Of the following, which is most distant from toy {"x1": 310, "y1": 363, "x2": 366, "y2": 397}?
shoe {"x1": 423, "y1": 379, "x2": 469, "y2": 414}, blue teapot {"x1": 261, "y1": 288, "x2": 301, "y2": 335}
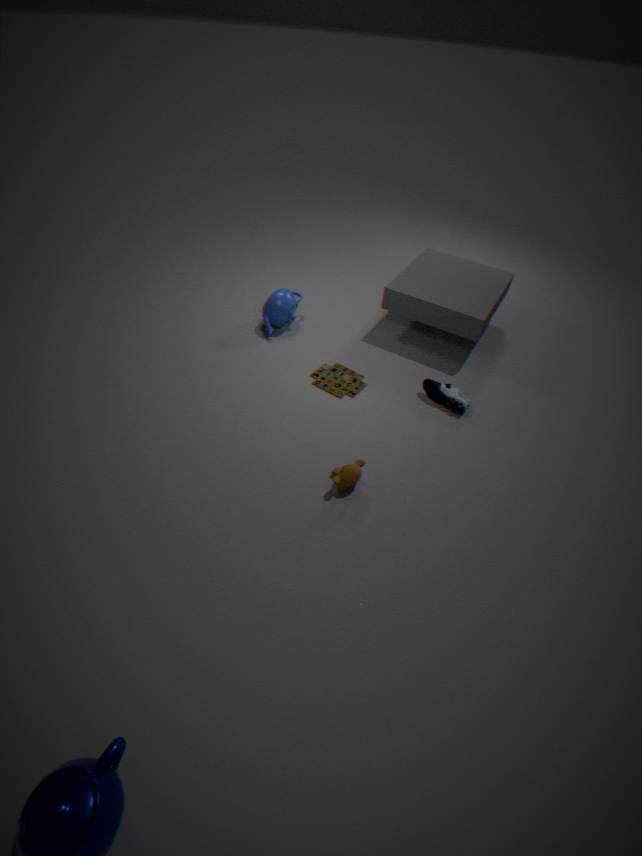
blue teapot {"x1": 261, "y1": 288, "x2": 301, "y2": 335}
